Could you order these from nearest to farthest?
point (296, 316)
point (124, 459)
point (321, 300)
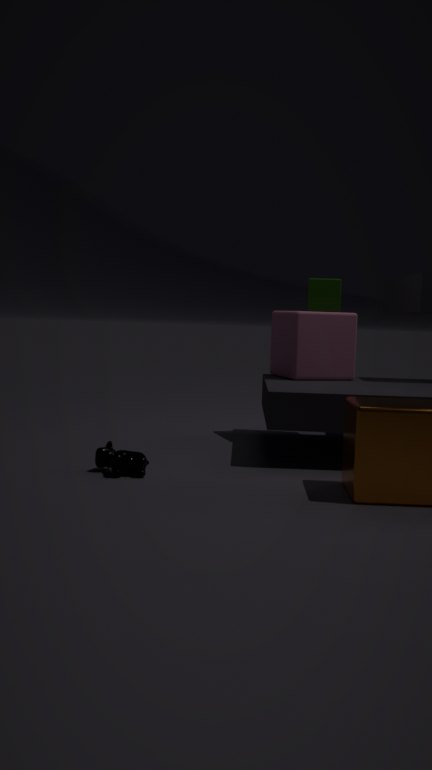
point (124, 459) → point (296, 316) → point (321, 300)
